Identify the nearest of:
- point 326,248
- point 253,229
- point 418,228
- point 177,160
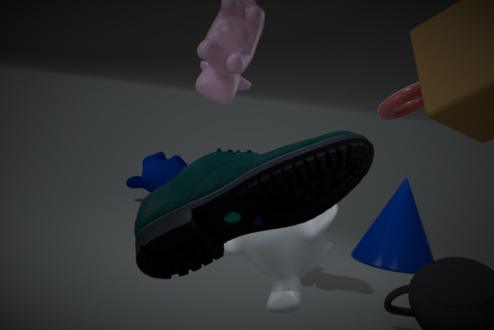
point 253,229
